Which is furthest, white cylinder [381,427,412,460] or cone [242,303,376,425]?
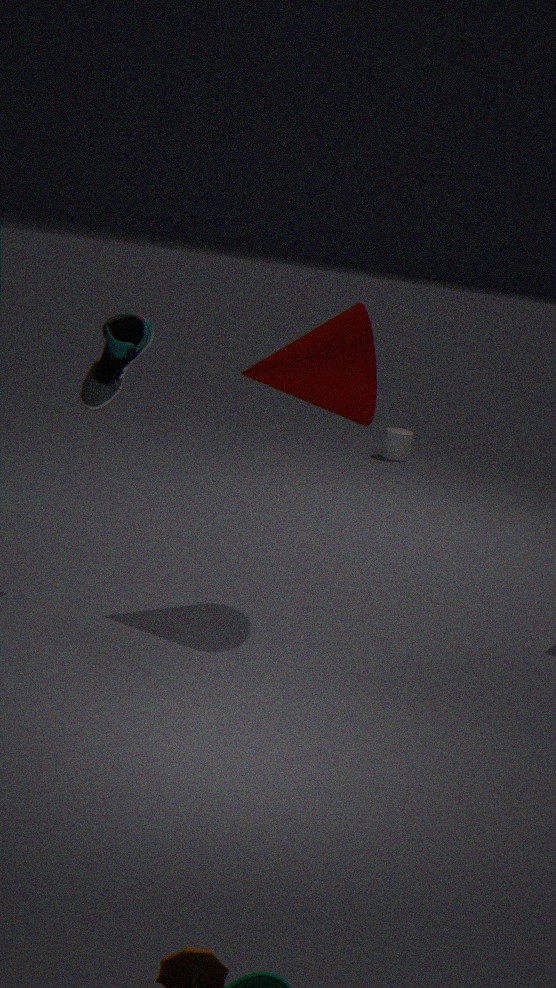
white cylinder [381,427,412,460]
